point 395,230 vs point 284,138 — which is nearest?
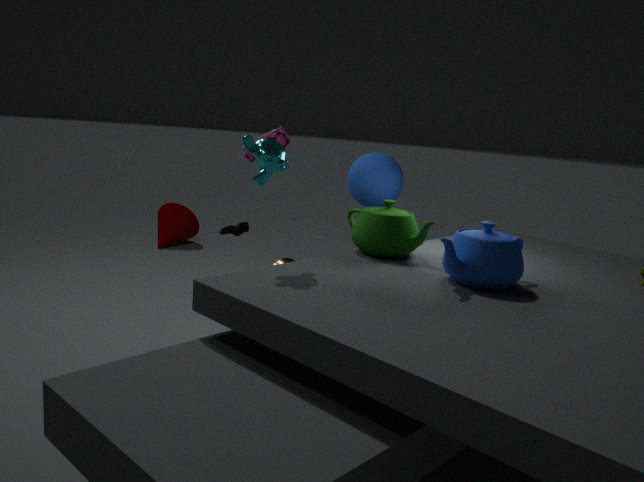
point 395,230
